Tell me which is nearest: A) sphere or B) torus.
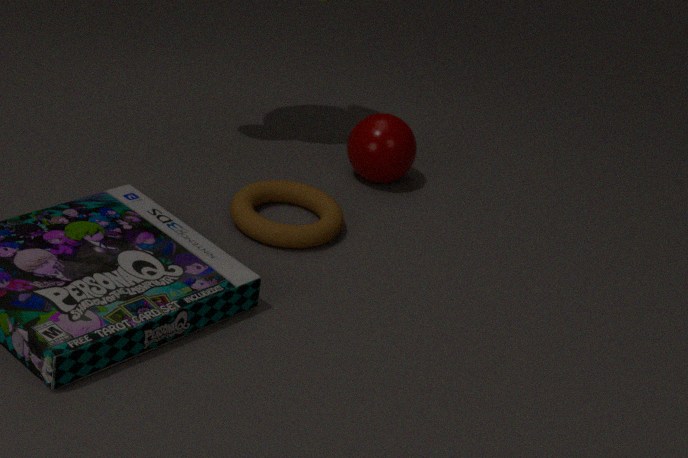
B. torus
